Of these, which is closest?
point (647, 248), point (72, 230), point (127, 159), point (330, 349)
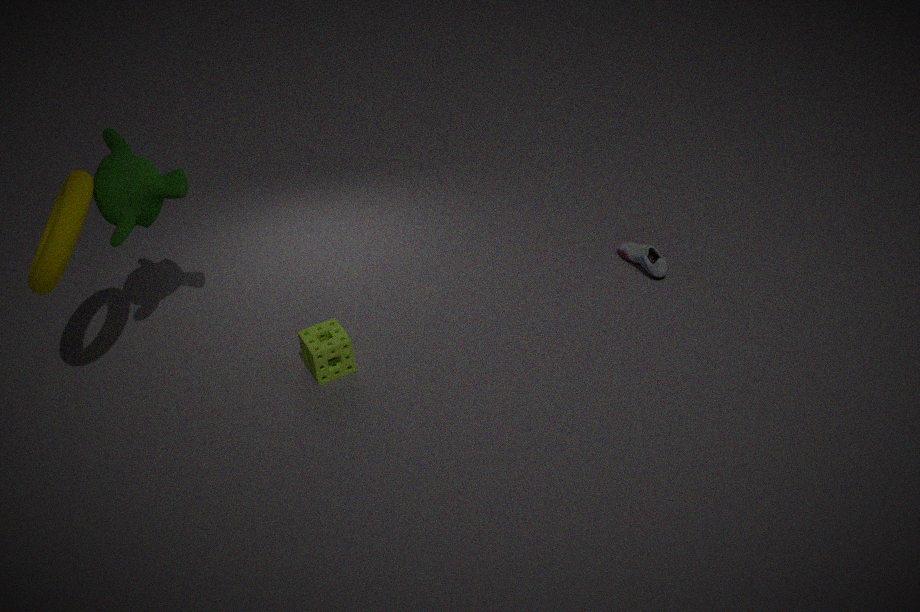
point (72, 230)
